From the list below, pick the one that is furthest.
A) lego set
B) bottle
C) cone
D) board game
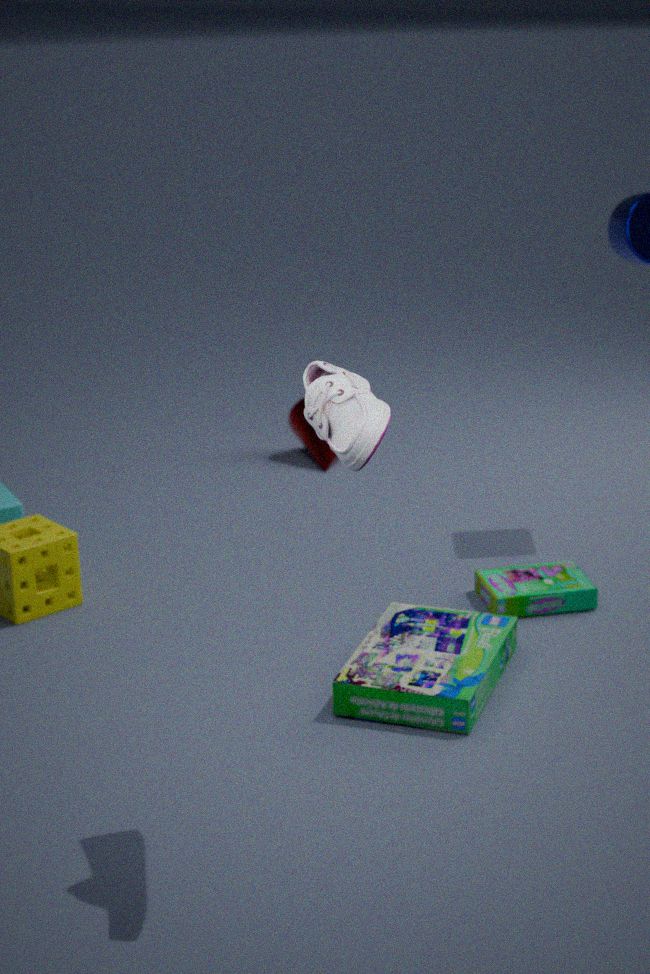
cone
